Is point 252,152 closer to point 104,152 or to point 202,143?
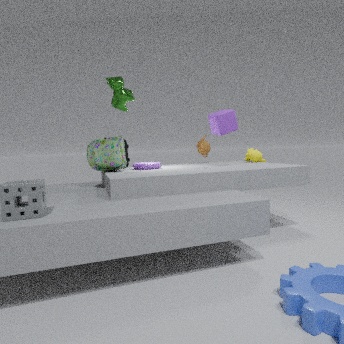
point 202,143
